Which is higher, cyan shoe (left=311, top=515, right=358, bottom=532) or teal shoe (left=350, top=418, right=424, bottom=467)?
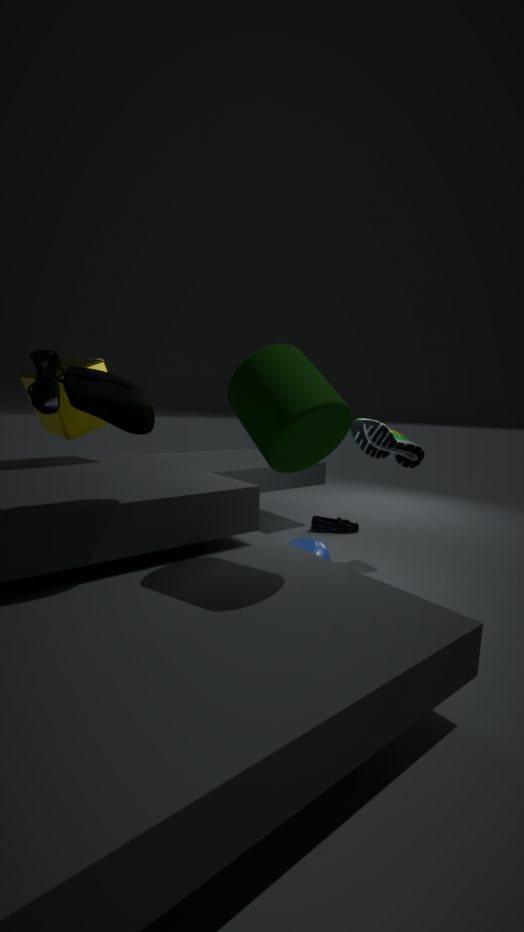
teal shoe (left=350, top=418, right=424, bottom=467)
